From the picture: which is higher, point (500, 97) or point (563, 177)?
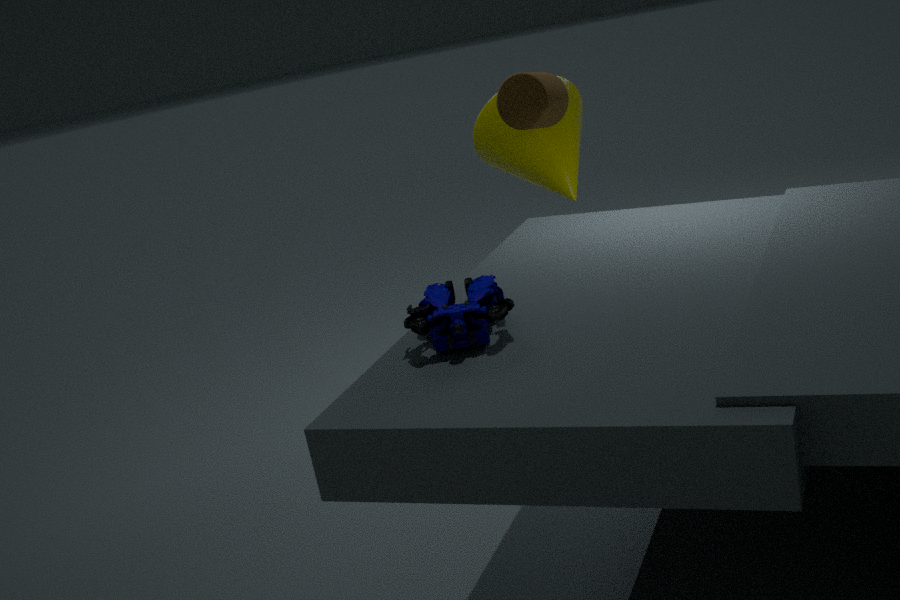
point (500, 97)
